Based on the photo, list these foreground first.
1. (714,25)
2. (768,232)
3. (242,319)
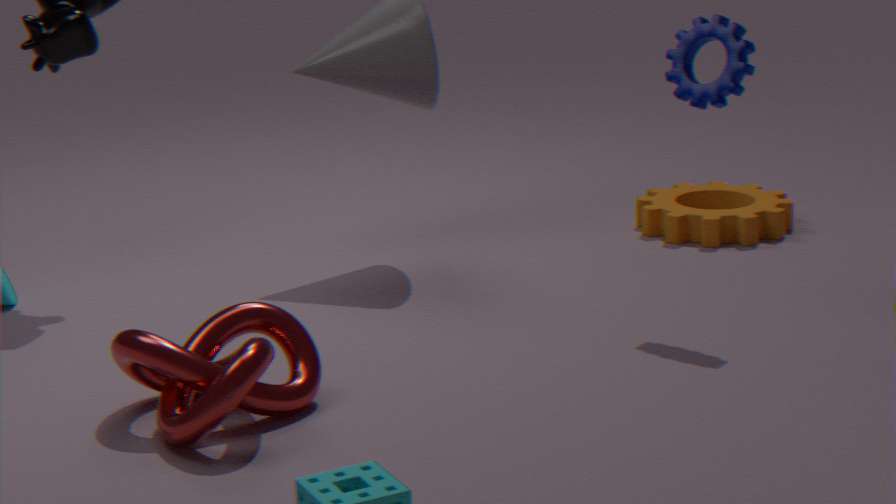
(242,319) < (714,25) < (768,232)
